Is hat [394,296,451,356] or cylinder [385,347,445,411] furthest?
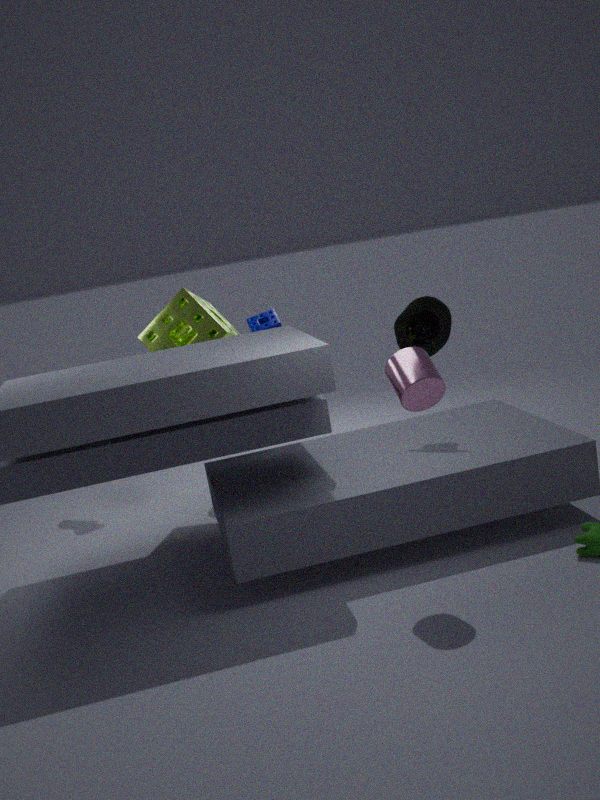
hat [394,296,451,356]
